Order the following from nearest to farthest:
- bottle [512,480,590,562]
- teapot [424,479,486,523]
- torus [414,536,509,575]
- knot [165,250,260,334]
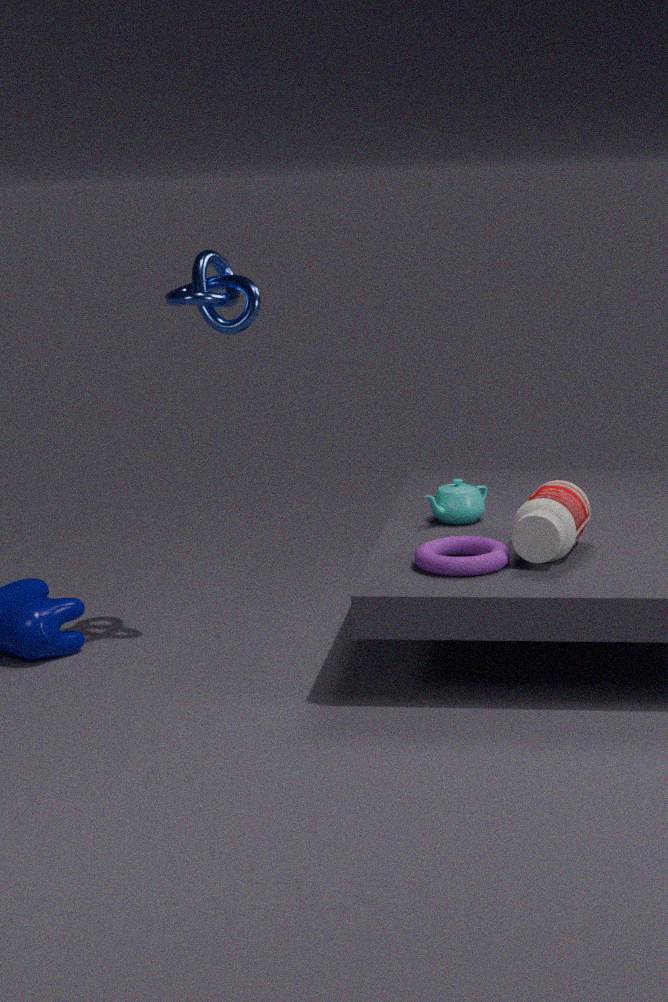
torus [414,536,509,575] < bottle [512,480,590,562] < knot [165,250,260,334] < teapot [424,479,486,523]
